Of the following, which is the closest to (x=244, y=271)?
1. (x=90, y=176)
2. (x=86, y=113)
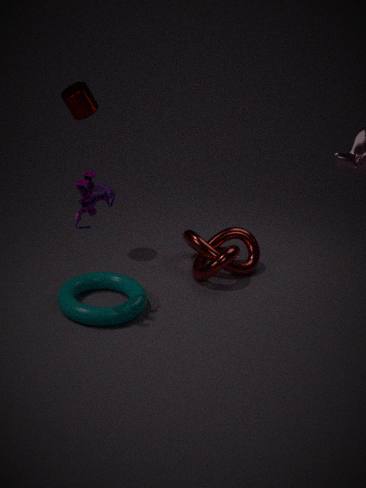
(x=90, y=176)
